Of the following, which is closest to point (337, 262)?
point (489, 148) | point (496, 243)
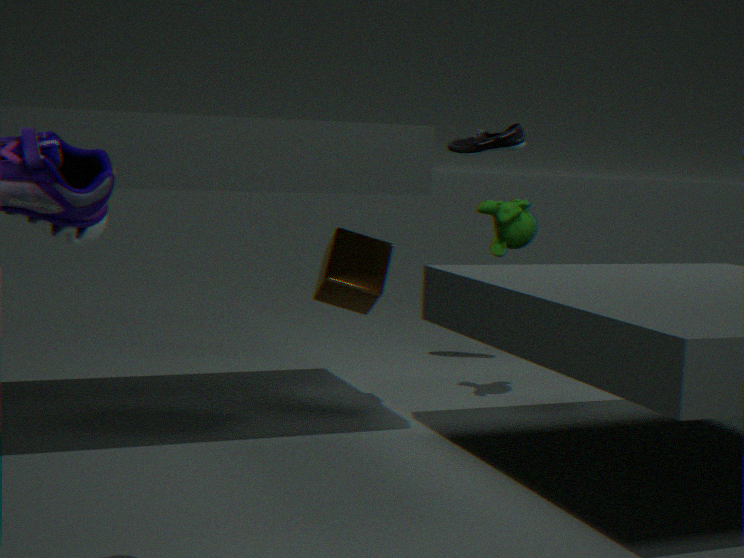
point (496, 243)
